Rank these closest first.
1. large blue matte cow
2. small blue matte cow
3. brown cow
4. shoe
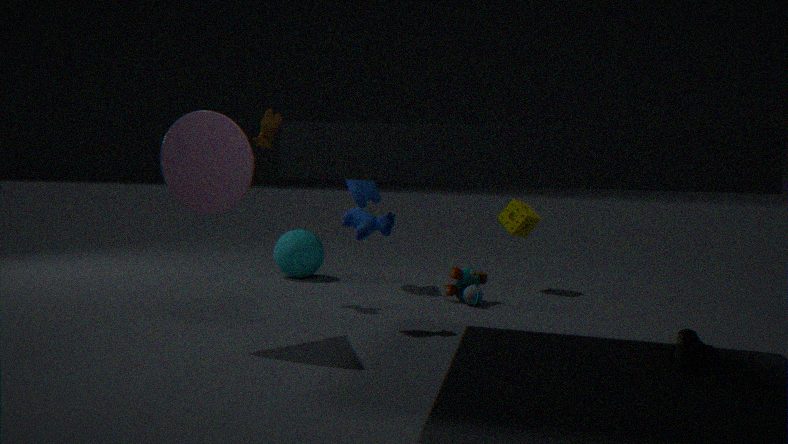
shoe < small blue matte cow < brown cow < large blue matte cow
